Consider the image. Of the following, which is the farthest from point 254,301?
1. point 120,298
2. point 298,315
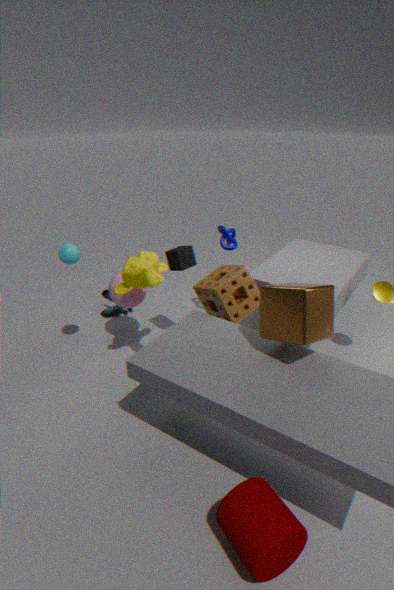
point 120,298
